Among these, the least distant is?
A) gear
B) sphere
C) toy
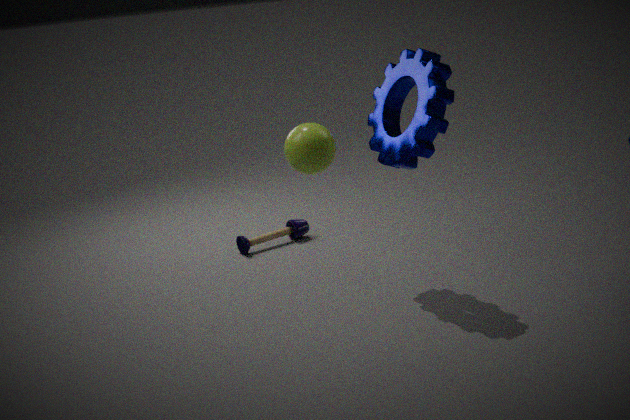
sphere
